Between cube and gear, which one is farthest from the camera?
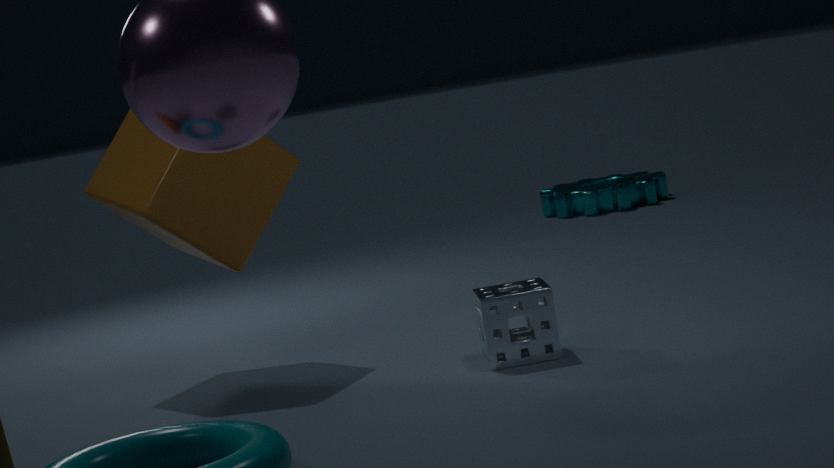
gear
